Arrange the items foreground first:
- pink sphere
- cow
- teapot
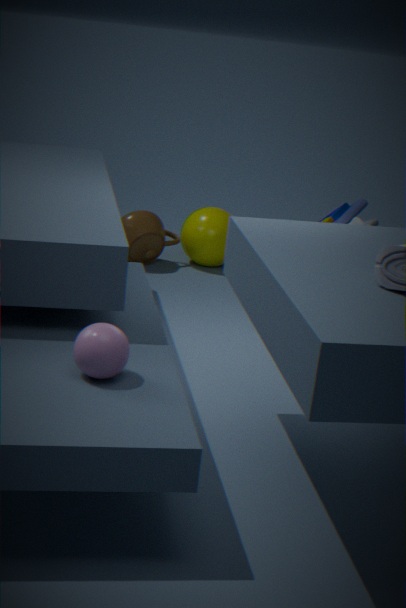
1. pink sphere
2. cow
3. teapot
